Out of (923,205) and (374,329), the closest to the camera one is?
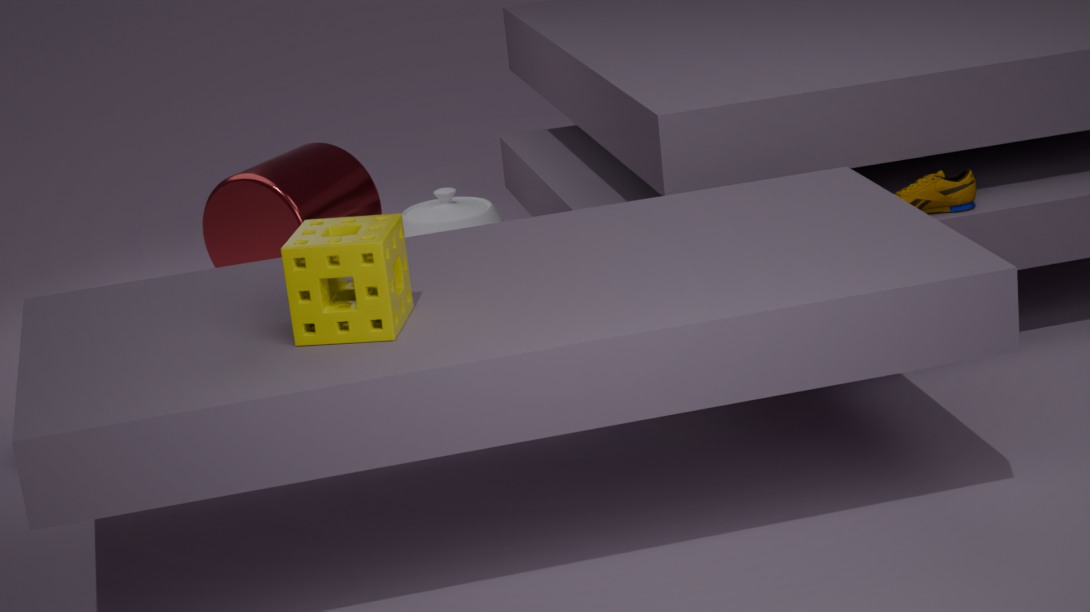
(374,329)
